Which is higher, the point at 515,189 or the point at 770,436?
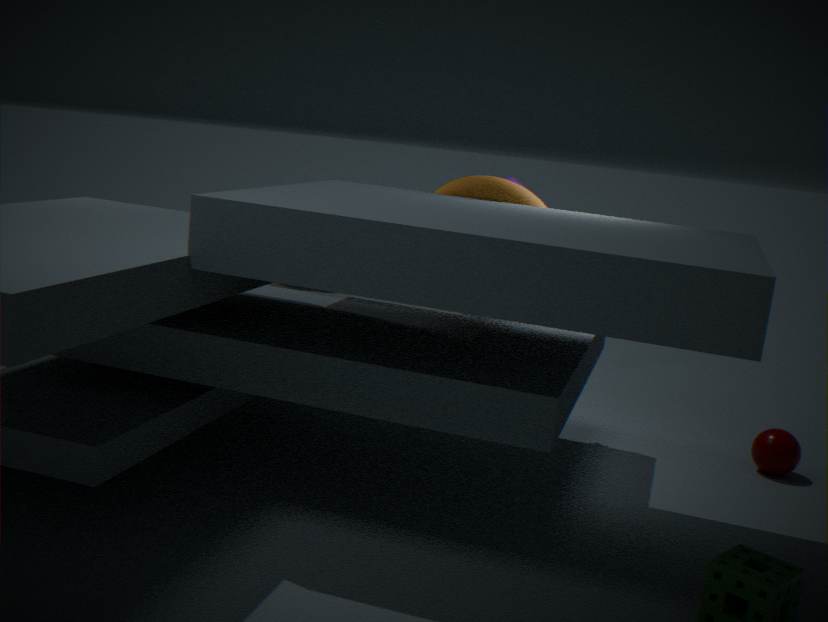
the point at 515,189
